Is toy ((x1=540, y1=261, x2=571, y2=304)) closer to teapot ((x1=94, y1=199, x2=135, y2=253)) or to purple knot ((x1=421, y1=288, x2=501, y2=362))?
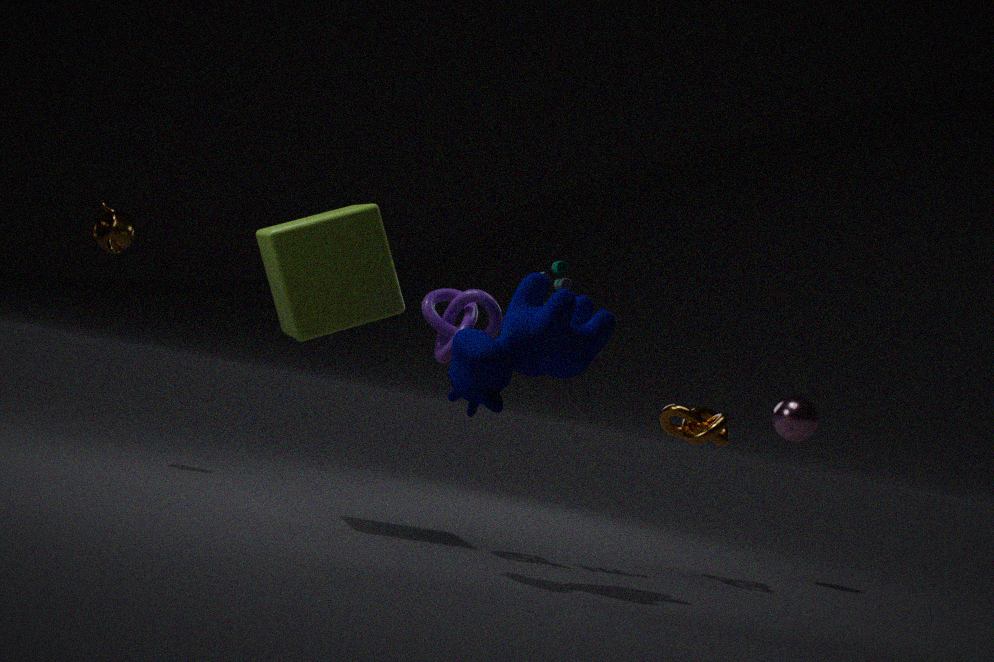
purple knot ((x1=421, y1=288, x2=501, y2=362))
